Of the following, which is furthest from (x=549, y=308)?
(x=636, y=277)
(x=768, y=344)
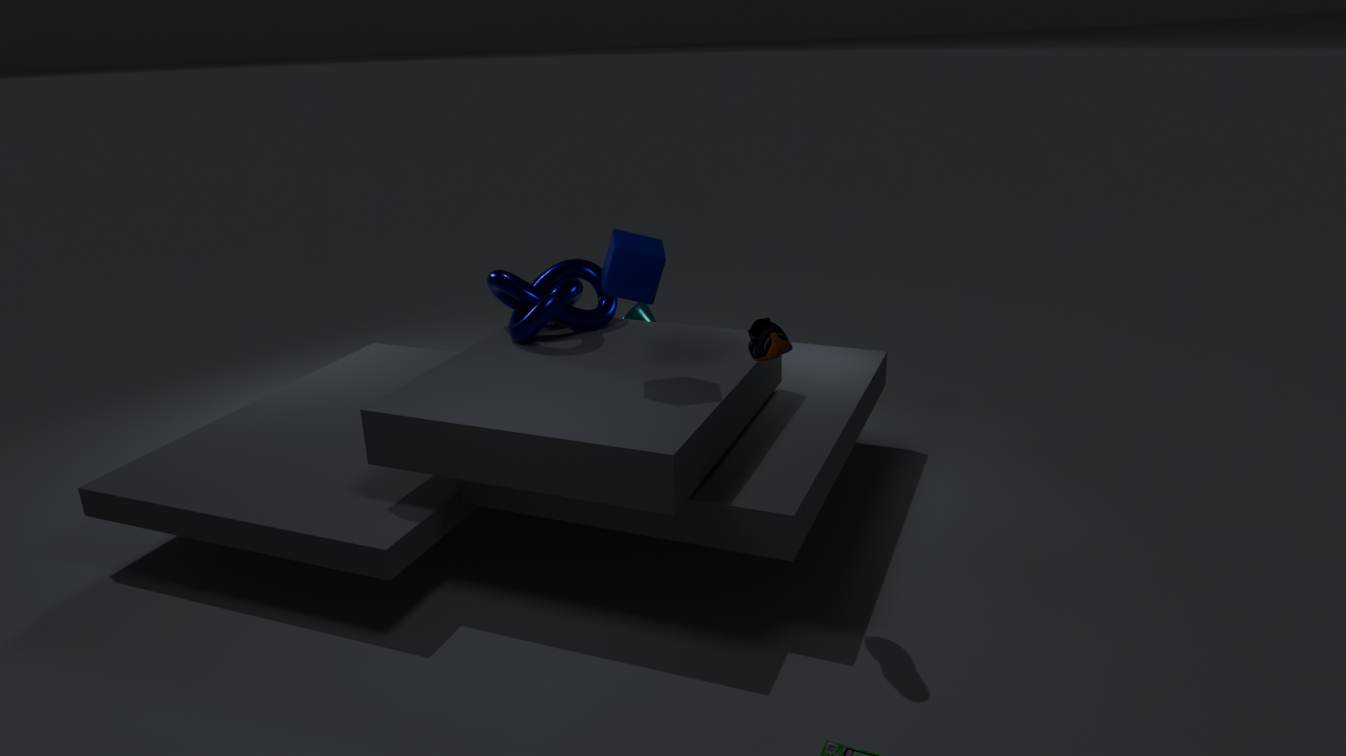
(x=768, y=344)
